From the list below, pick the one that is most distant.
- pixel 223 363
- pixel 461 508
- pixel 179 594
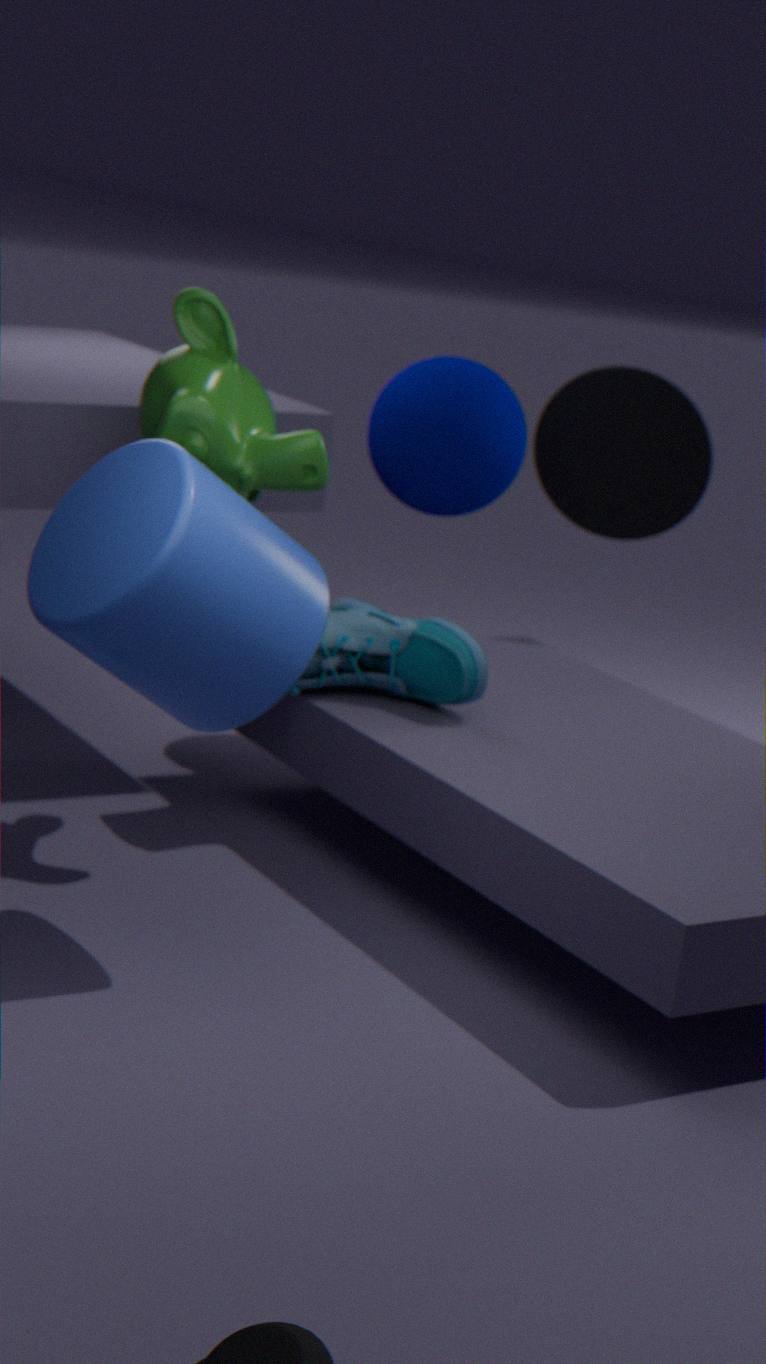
pixel 461 508
